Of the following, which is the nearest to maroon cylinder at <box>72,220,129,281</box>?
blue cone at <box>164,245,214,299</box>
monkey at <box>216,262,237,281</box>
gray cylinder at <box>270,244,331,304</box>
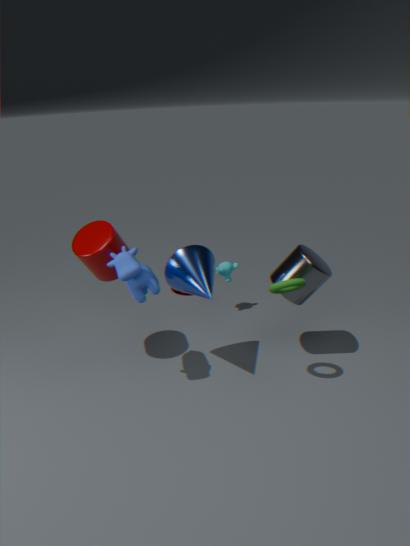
blue cone at <box>164,245,214,299</box>
